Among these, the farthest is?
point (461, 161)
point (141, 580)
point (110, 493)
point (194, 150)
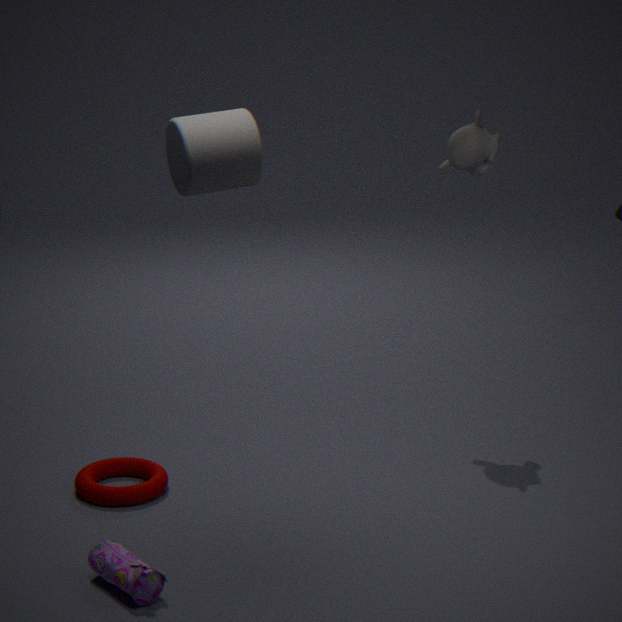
point (461, 161)
